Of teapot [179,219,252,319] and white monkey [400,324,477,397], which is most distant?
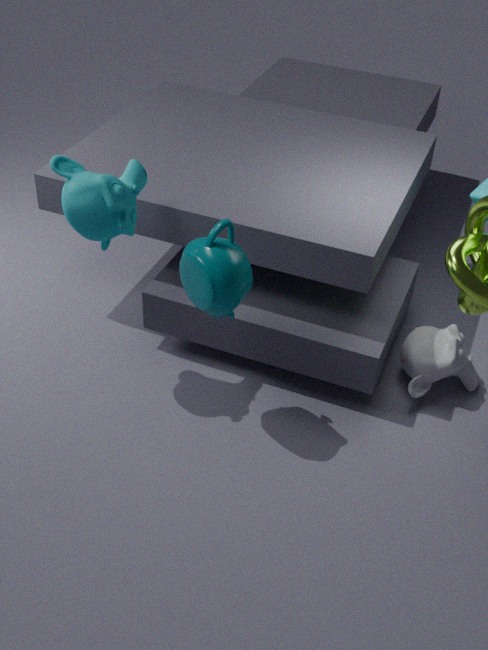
white monkey [400,324,477,397]
